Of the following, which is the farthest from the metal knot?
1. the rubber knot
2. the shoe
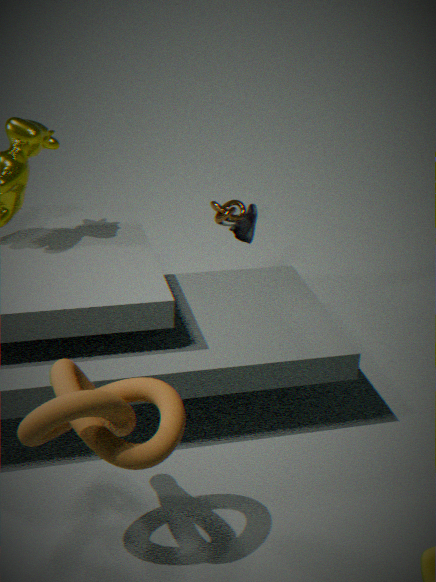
the rubber knot
